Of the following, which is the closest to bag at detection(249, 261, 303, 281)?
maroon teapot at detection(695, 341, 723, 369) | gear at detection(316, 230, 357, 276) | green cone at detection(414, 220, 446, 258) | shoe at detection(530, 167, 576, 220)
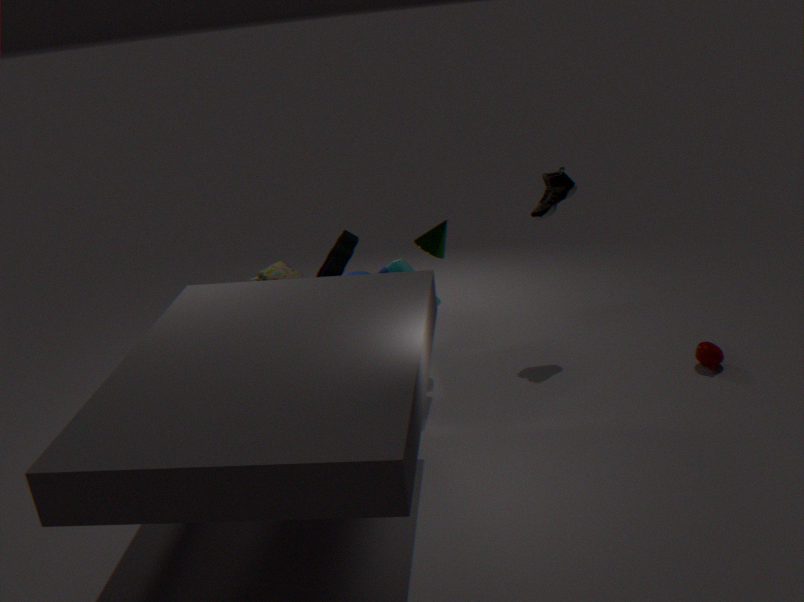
gear at detection(316, 230, 357, 276)
